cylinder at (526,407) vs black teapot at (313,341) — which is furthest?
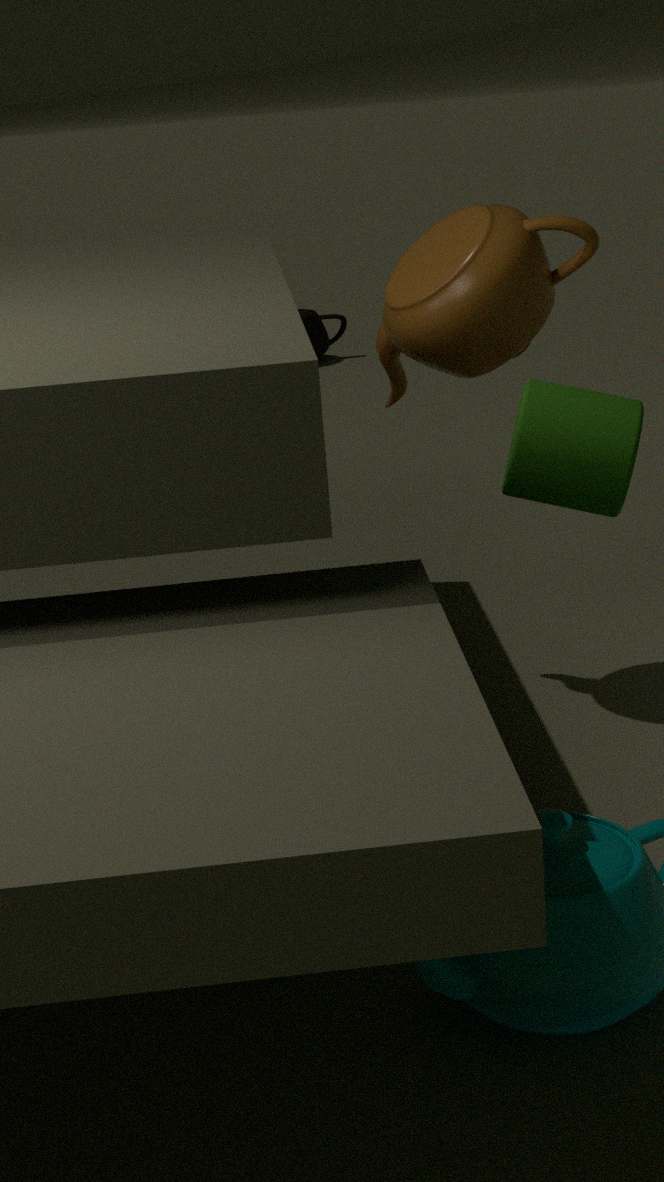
black teapot at (313,341)
